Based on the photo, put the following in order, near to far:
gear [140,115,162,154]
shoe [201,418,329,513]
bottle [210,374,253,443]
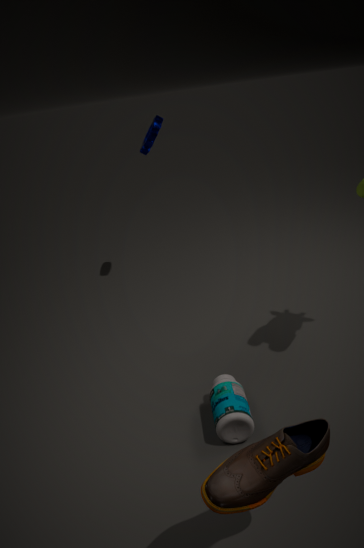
shoe [201,418,329,513] → bottle [210,374,253,443] → gear [140,115,162,154]
